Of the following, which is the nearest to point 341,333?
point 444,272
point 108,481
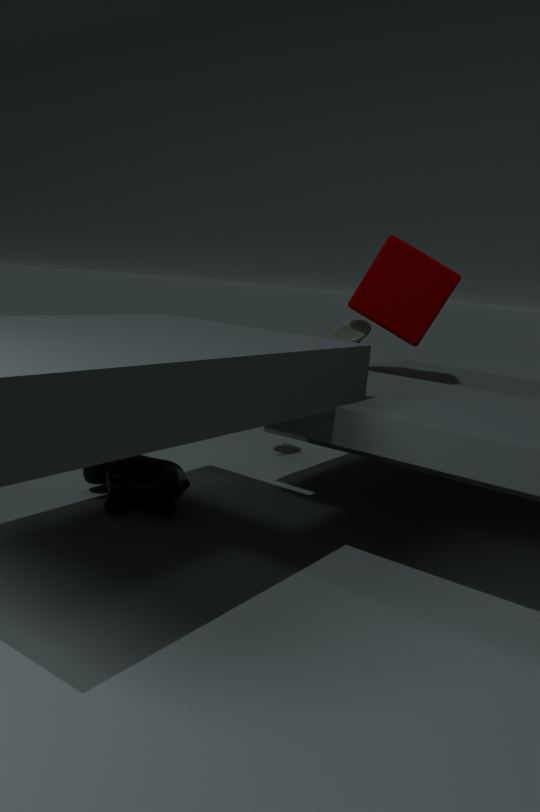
point 444,272
